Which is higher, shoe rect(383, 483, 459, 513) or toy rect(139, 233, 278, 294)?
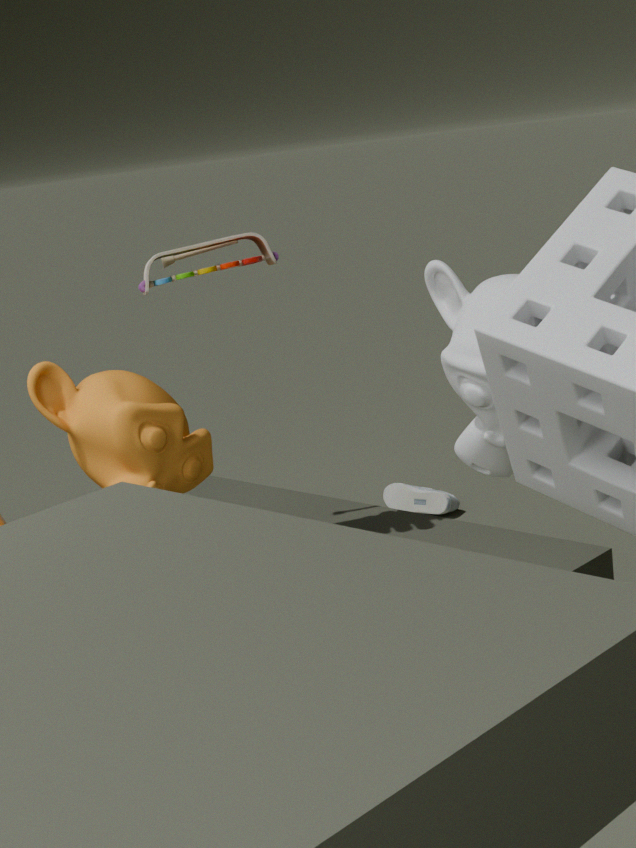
toy rect(139, 233, 278, 294)
